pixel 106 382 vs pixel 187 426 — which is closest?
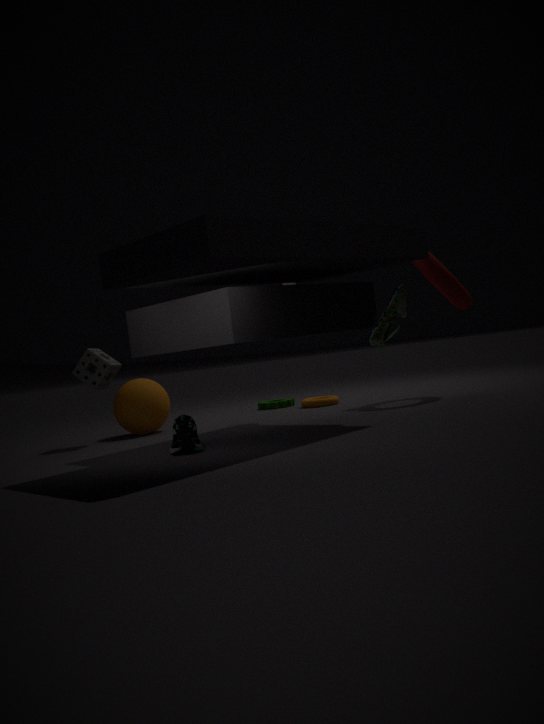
pixel 187 426
